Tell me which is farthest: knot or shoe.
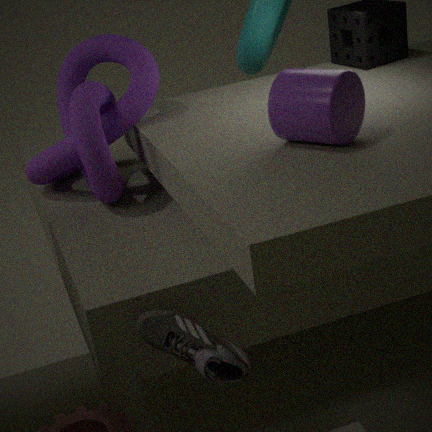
knot
